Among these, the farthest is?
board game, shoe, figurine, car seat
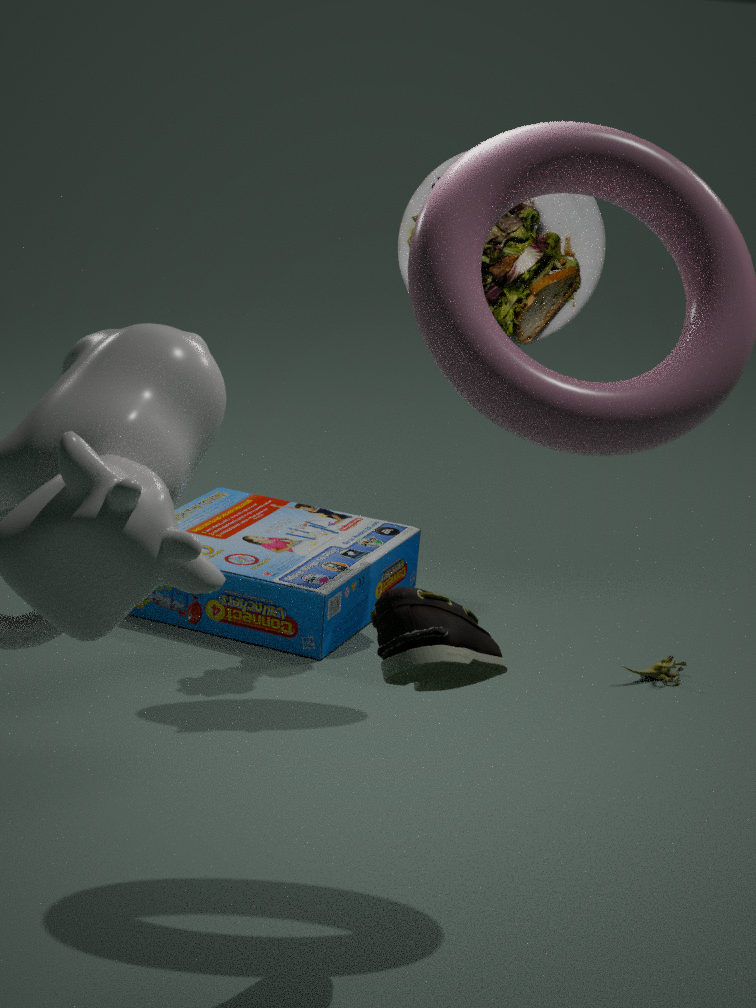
figurine
